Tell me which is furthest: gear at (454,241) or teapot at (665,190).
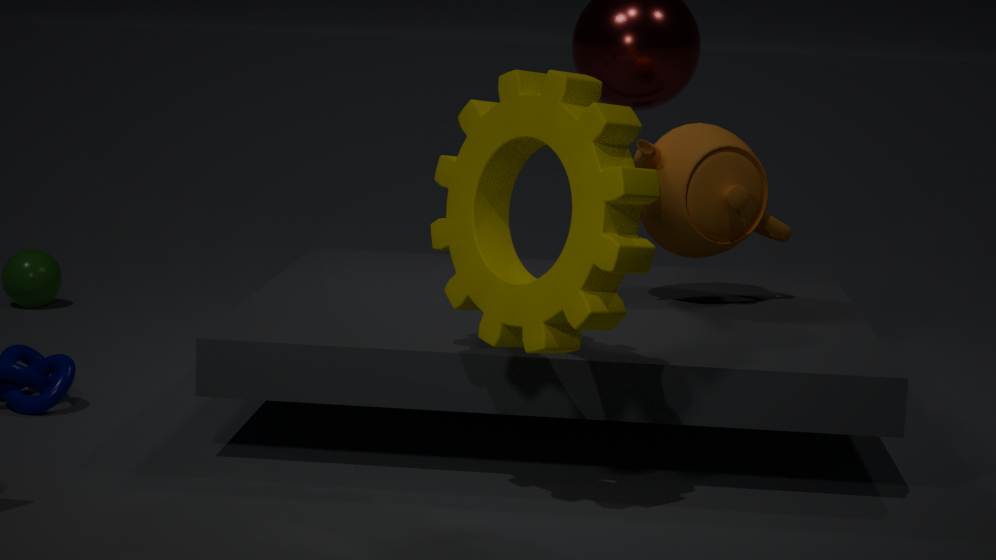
teapot at (665,190)
